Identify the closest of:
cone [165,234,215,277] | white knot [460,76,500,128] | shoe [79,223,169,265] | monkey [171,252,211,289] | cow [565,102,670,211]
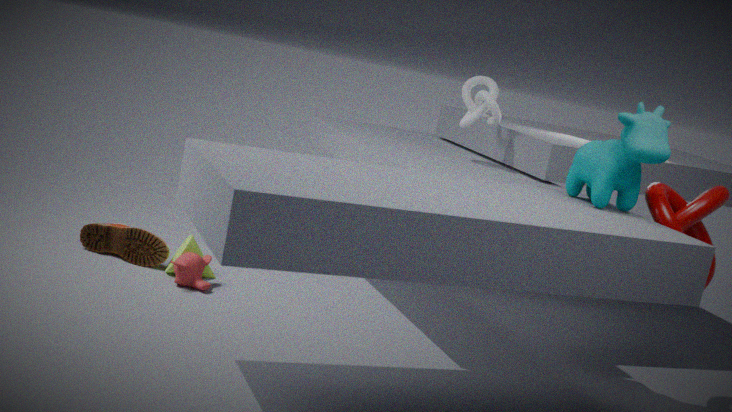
cow [565,102,670,211]
